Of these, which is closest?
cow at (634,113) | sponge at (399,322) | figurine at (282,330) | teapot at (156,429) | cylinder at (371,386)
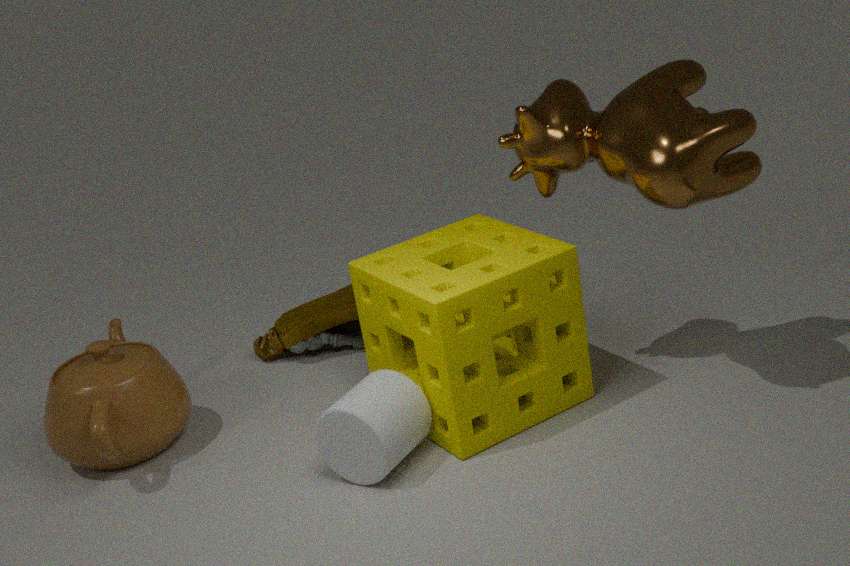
cow at (634,113)
